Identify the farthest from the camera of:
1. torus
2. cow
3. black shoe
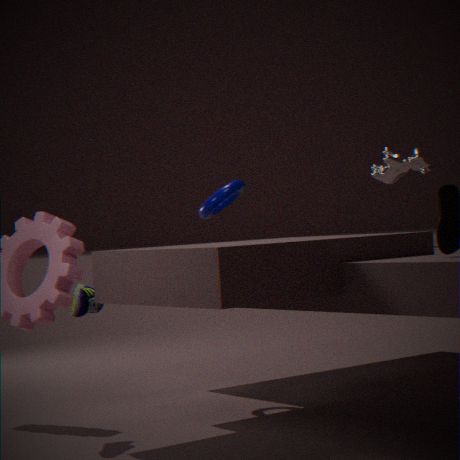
torus
